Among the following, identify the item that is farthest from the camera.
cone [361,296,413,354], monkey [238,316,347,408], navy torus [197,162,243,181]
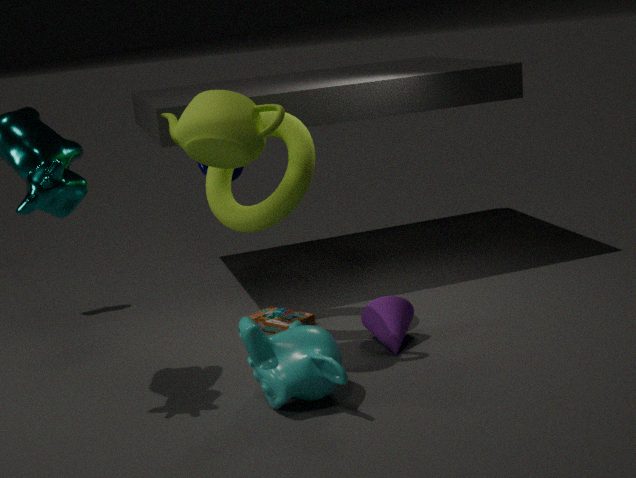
navy torus [197,162,243,181]
